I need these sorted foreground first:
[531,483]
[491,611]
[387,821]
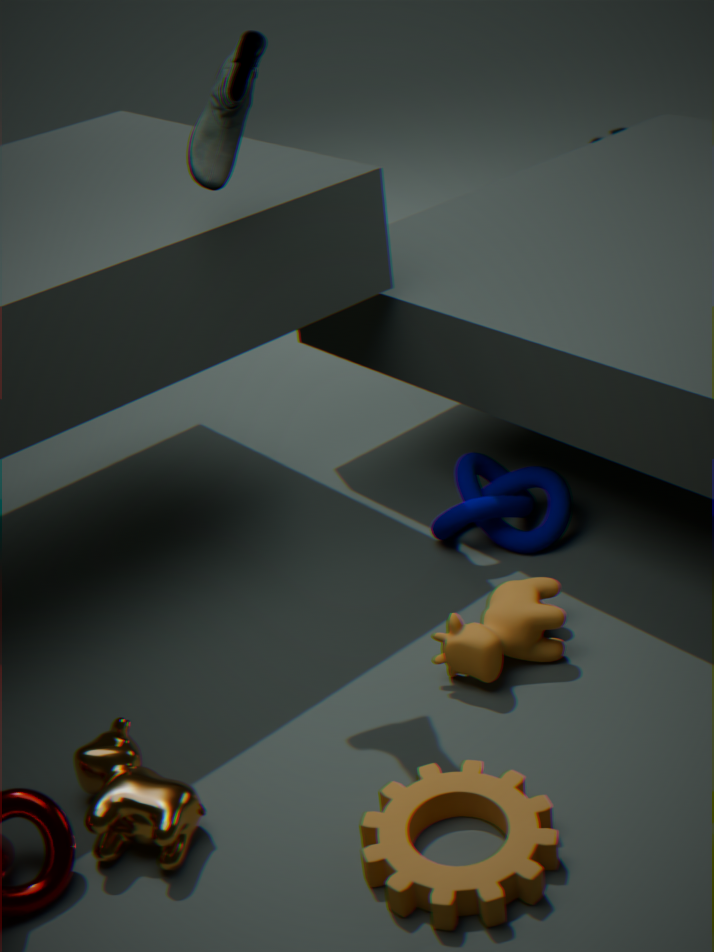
1. [387,821]
2. [491,611]
3. [531,483]
